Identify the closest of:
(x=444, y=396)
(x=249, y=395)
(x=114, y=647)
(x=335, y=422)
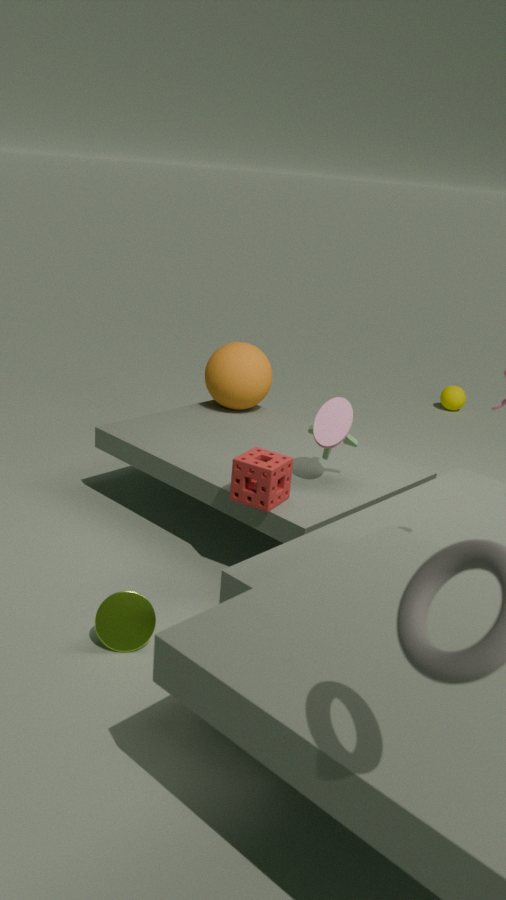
(x=114, y=647)
